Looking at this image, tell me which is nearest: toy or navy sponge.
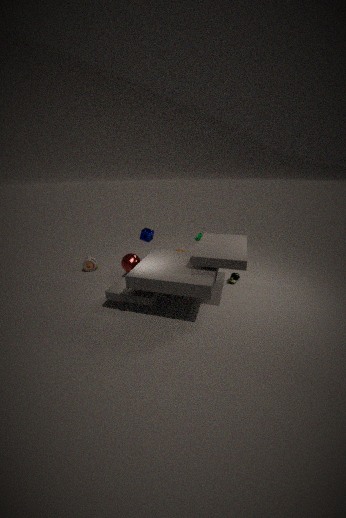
navy sponge
